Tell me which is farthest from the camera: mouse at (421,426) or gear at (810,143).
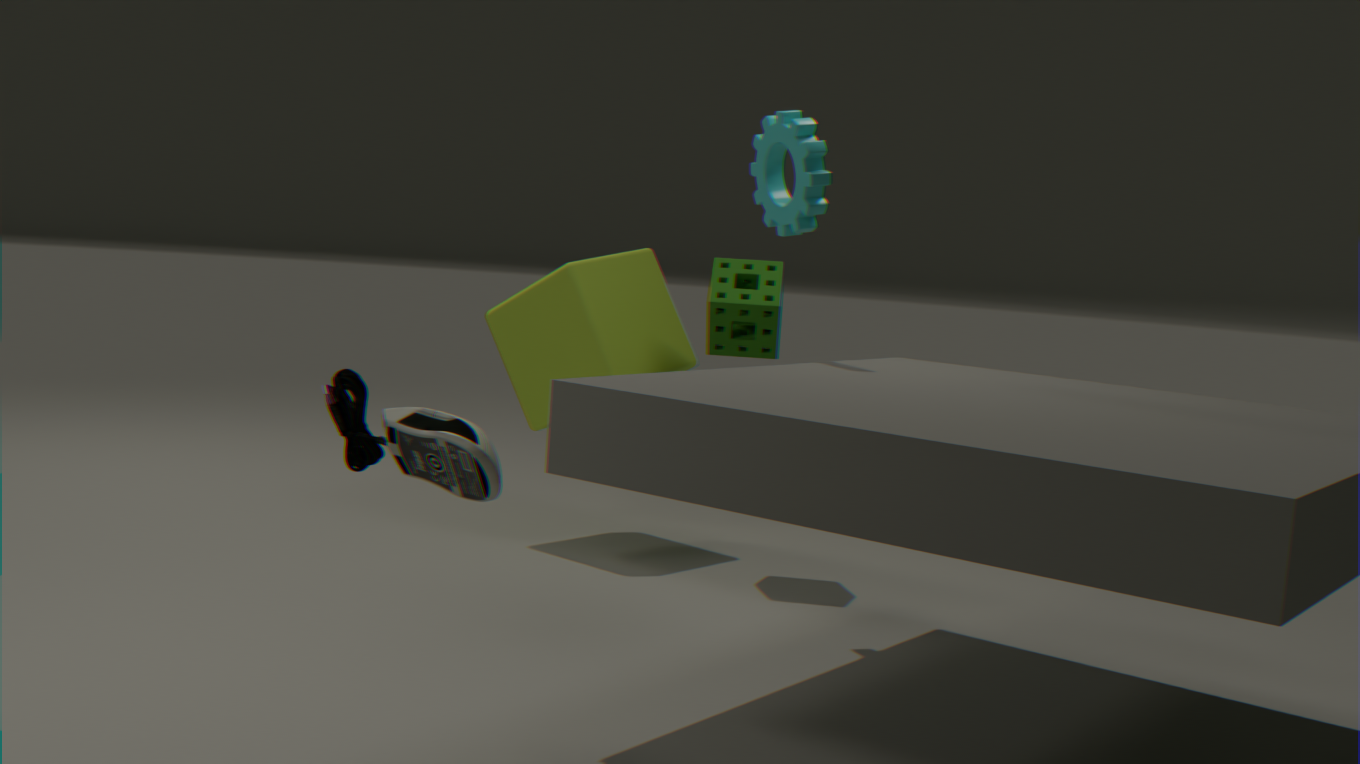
gear at (810,143)
